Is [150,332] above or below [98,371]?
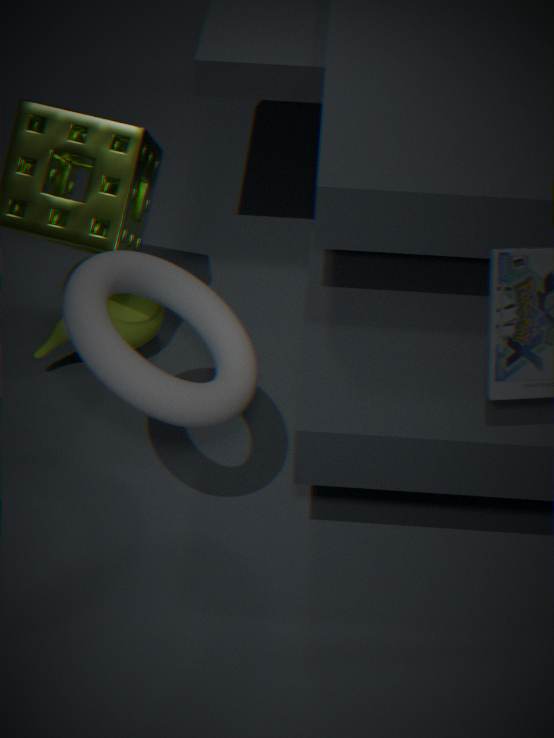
below
